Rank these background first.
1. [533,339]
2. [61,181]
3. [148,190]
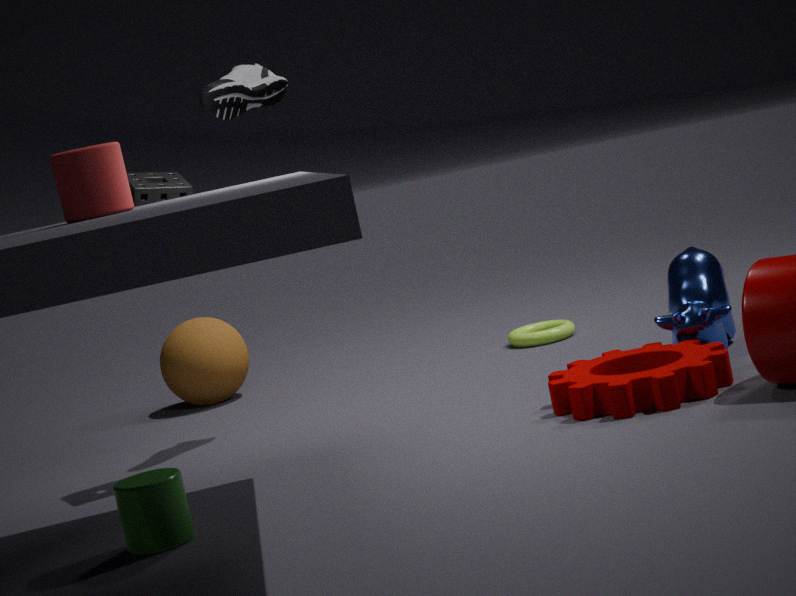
[533,339]
[148,190]
[61,181]
